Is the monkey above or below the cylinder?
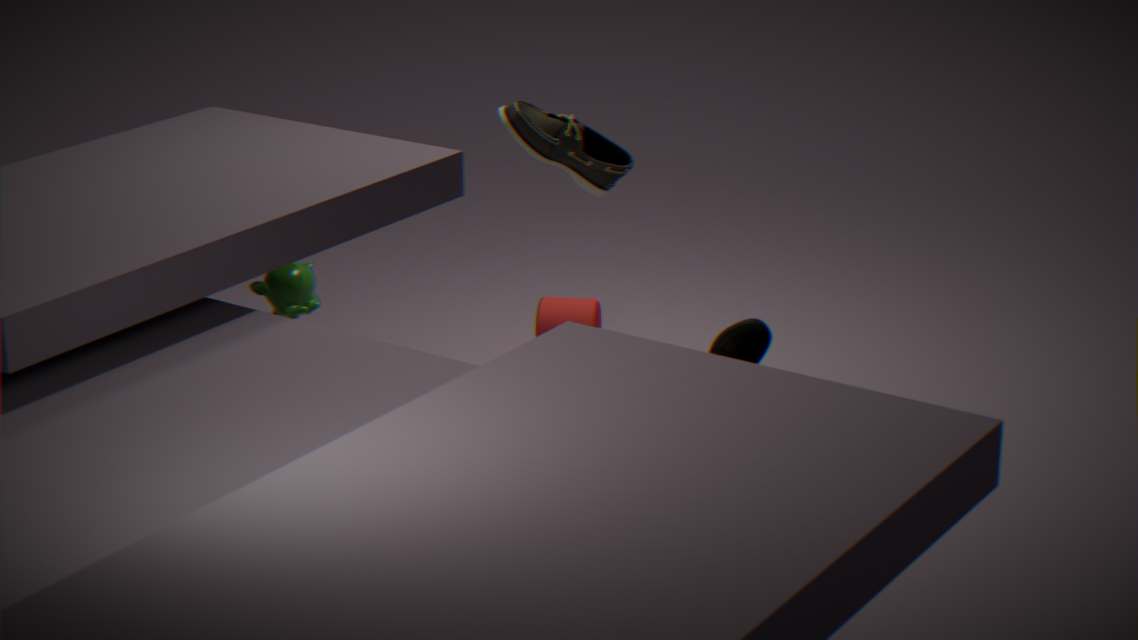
above
